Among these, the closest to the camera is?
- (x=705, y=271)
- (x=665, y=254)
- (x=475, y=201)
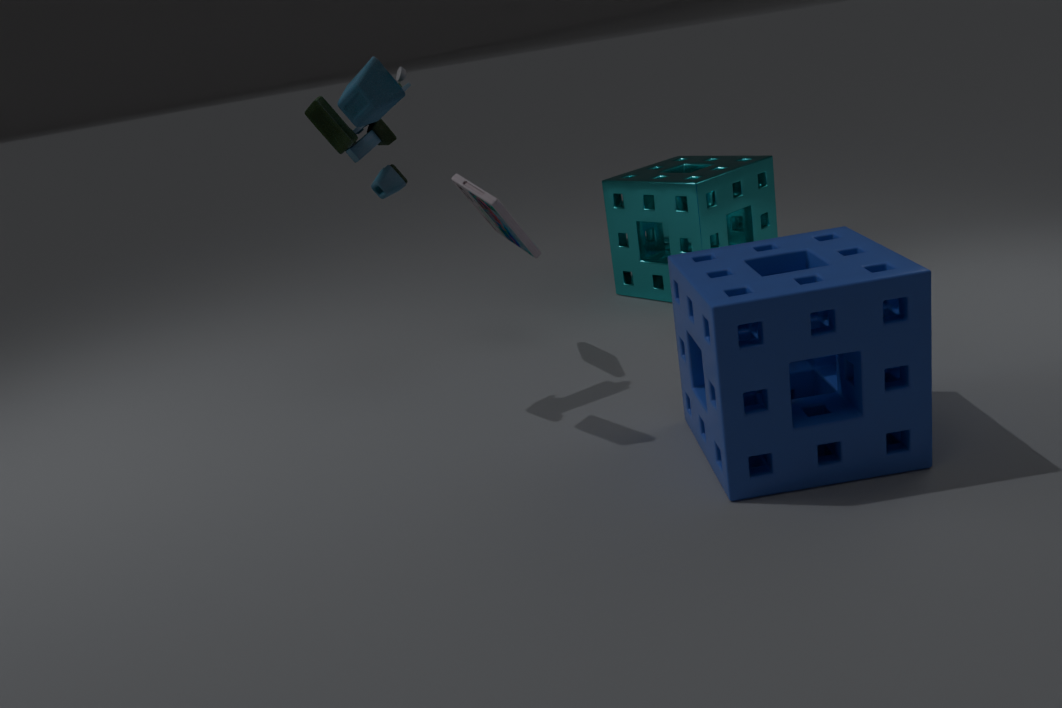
(x=705, y=271)
